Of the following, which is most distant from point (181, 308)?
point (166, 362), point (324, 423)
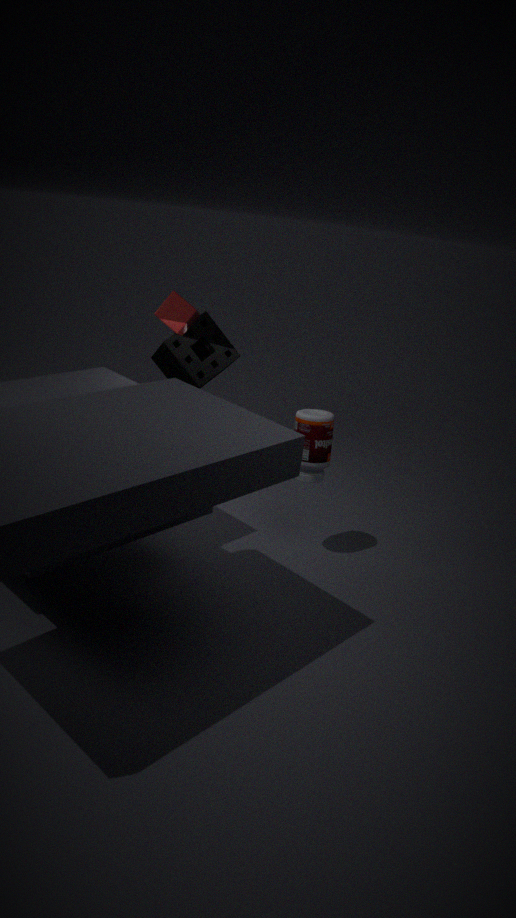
point (324, 423)
